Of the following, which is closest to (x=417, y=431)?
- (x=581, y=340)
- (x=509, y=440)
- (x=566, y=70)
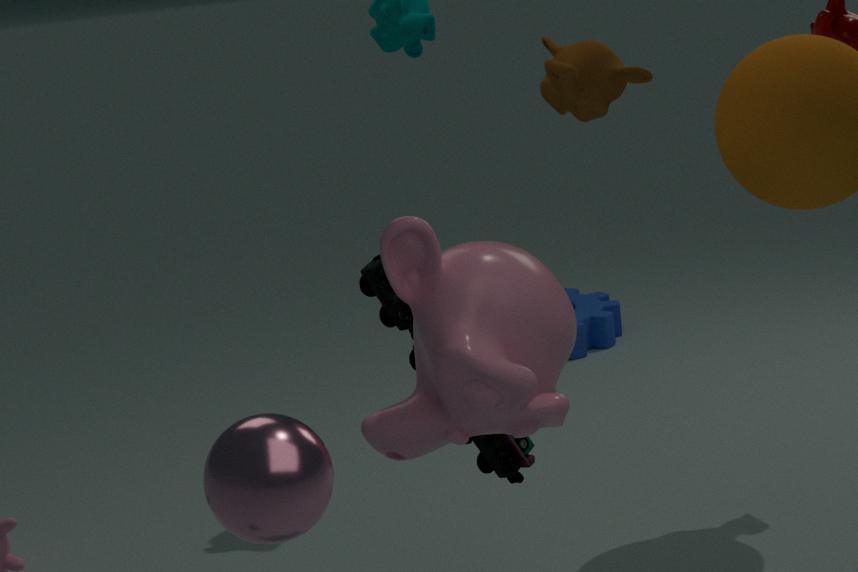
(x=509, y=440)
